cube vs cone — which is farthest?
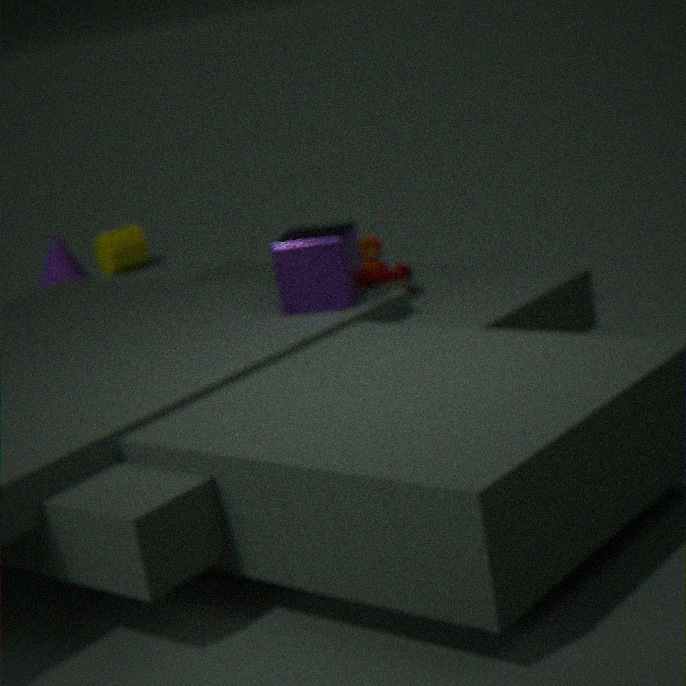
cone
